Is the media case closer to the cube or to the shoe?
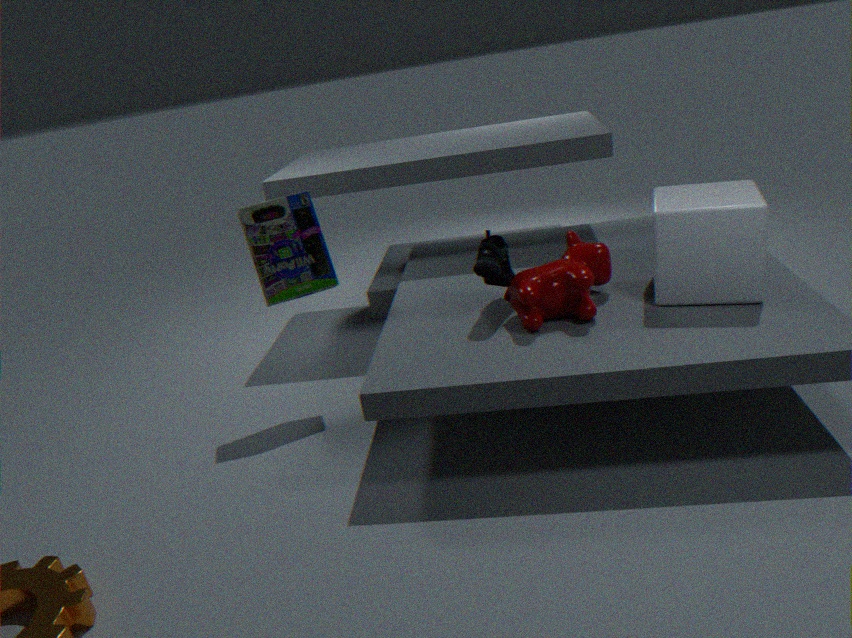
the shoe
